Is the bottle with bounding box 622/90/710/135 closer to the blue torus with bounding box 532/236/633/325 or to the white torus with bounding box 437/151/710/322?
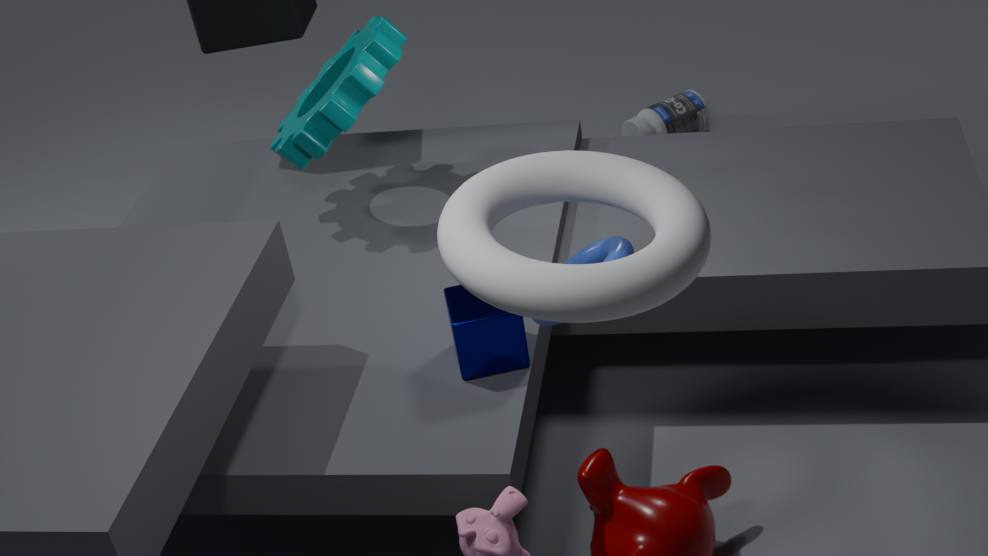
the blue torus with bounding box 532/236/633/325
